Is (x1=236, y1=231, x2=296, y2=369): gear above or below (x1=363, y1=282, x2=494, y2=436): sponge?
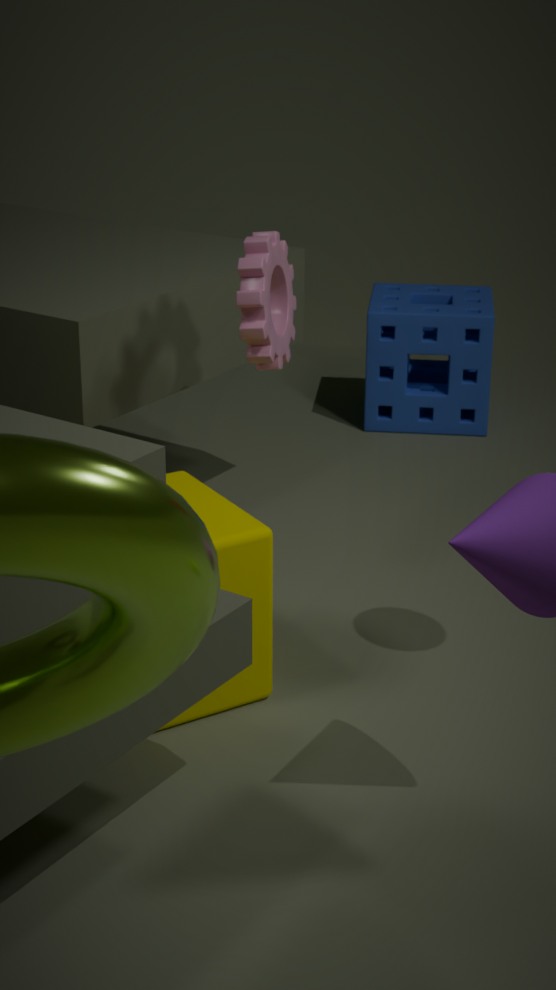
above
